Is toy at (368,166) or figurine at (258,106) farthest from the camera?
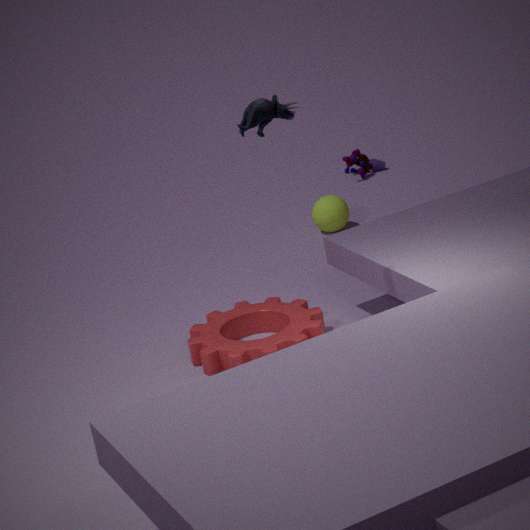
toy at (368,166)
